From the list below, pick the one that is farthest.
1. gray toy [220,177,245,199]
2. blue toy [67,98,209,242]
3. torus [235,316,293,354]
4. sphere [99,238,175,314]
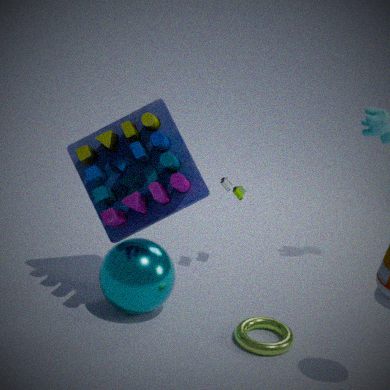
gray toy [220,177,245,199]
